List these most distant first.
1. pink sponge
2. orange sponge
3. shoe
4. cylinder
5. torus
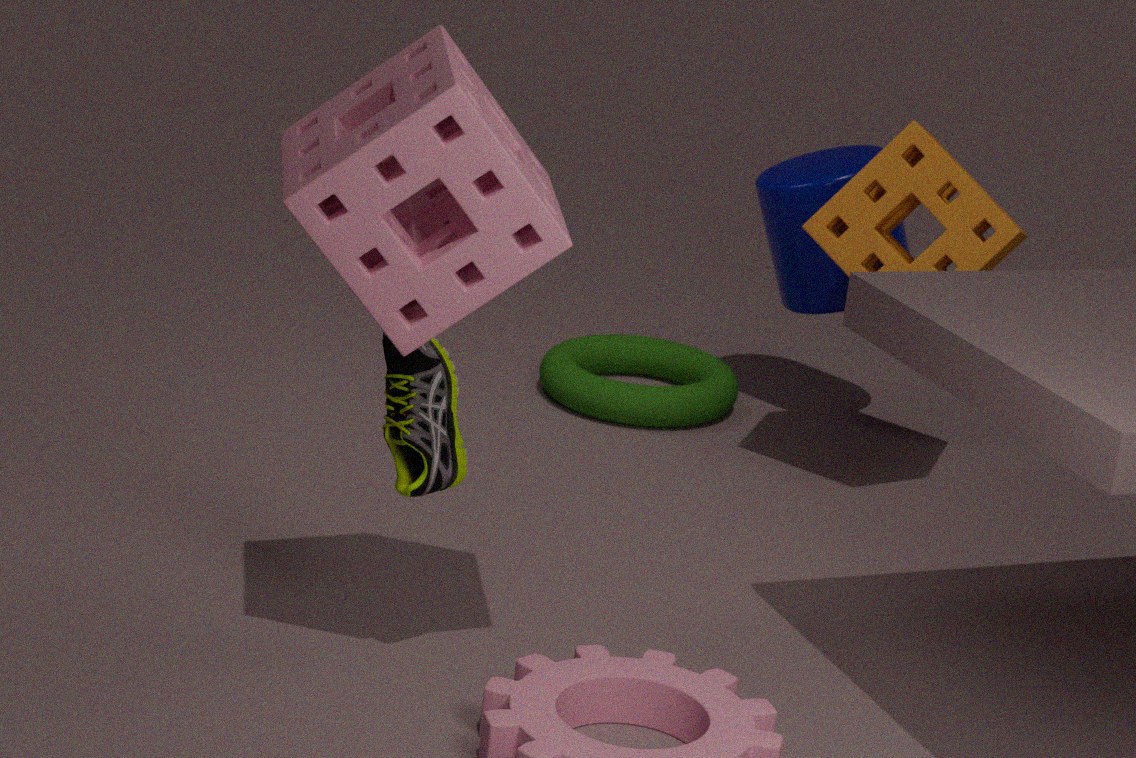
torus < cylinder < orange sponge < shoe < pink sponge
